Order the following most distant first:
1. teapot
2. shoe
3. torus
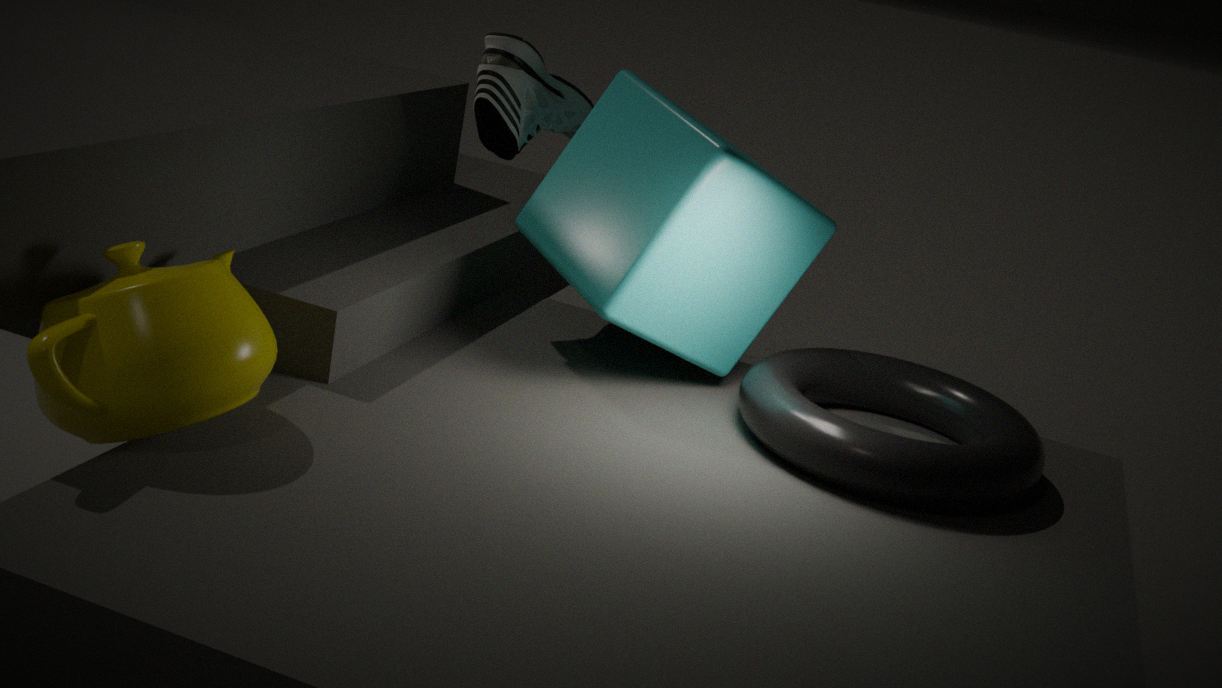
shoe < torus < teapot
